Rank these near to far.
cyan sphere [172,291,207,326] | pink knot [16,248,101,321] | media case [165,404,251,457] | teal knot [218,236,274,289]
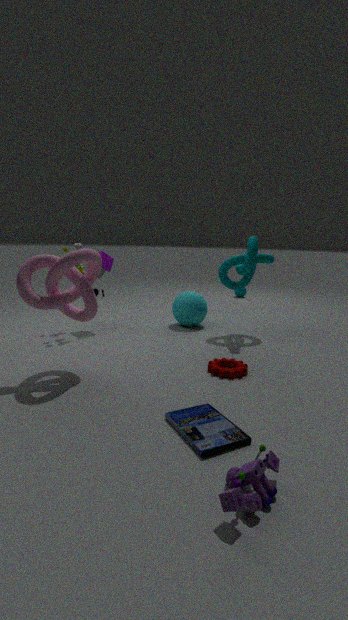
media case [165,404,251,457], pink knot [16,248,101,321], teal knot [218,236,274,289], cyan sphere [172,291,207,326]
